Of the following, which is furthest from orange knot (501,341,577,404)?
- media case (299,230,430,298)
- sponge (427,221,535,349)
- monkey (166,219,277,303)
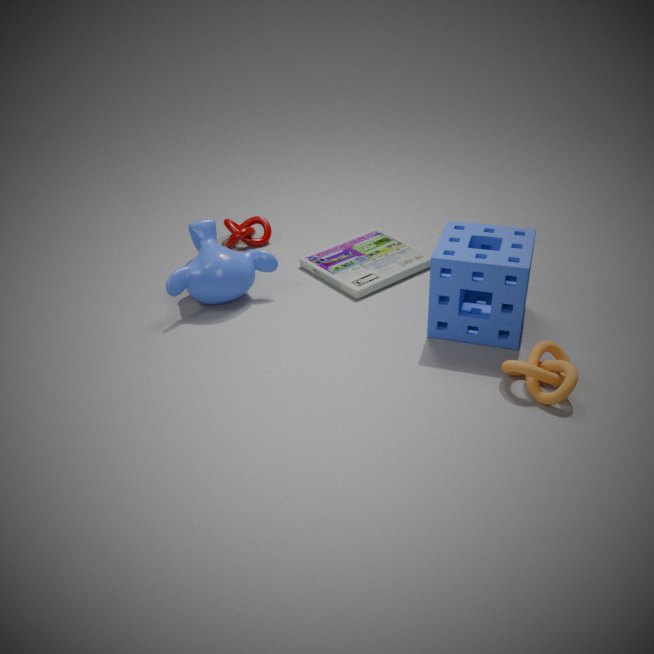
monkey (166,219,277,303)
